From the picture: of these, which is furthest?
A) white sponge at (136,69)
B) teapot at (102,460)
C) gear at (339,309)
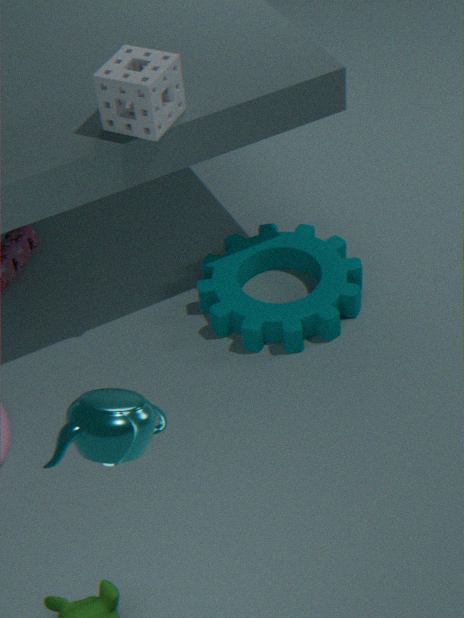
gear at (339,309)
